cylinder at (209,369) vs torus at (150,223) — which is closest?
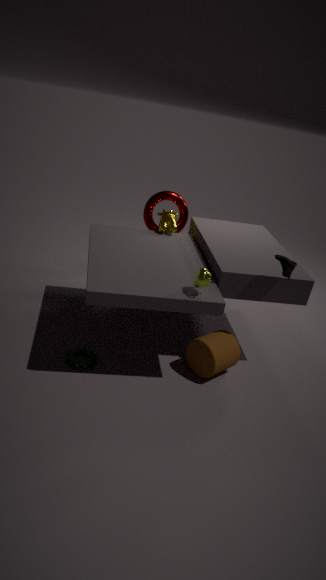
cylinder at (209,369)
